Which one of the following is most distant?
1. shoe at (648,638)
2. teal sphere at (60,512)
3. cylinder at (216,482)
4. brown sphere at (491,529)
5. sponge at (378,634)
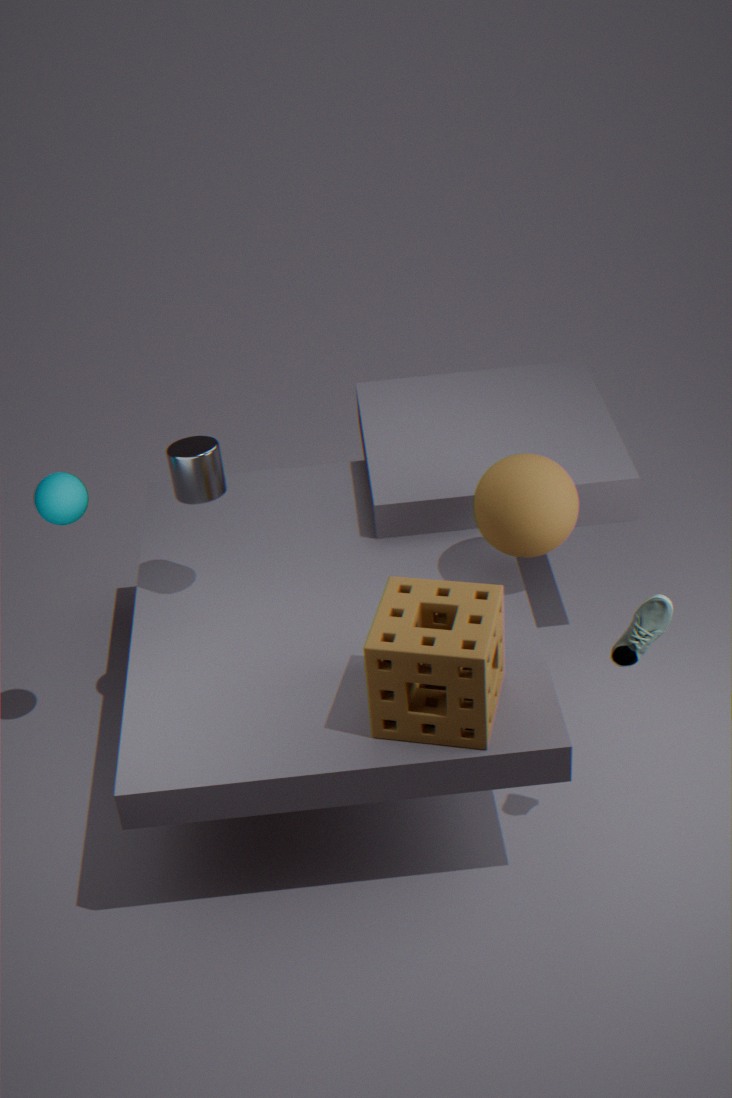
teal sphere at (60,512)
